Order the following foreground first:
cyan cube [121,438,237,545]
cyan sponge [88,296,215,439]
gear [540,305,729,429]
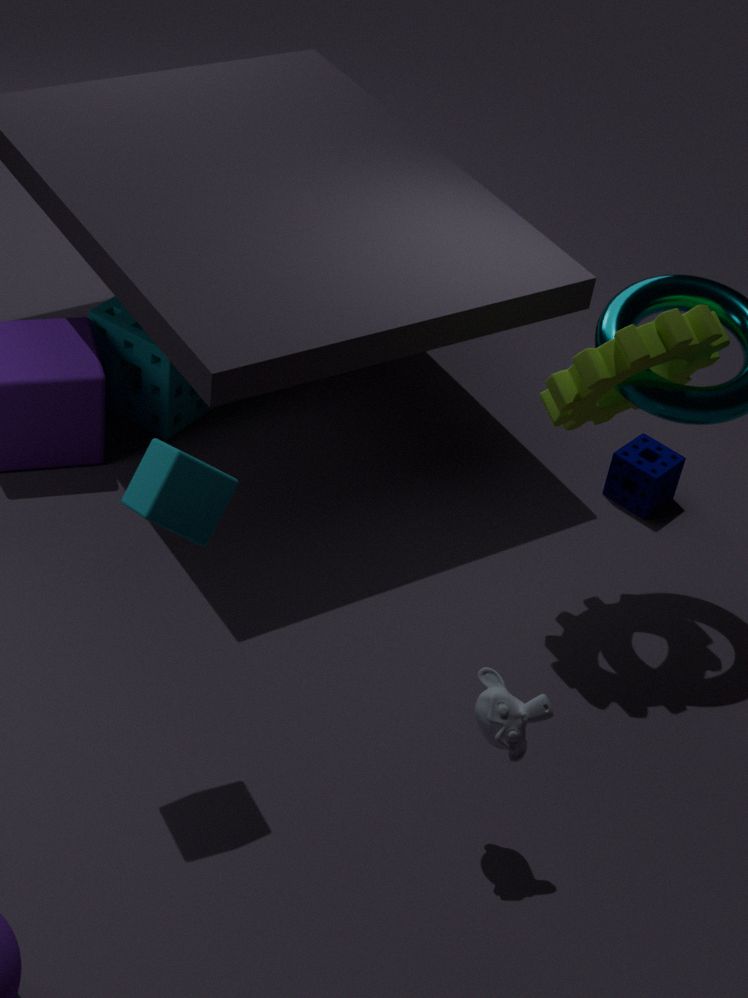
cyan cube [121,438,237,545] → gear [540,305,729,429] → cyan sponge [88,296,215,439]
